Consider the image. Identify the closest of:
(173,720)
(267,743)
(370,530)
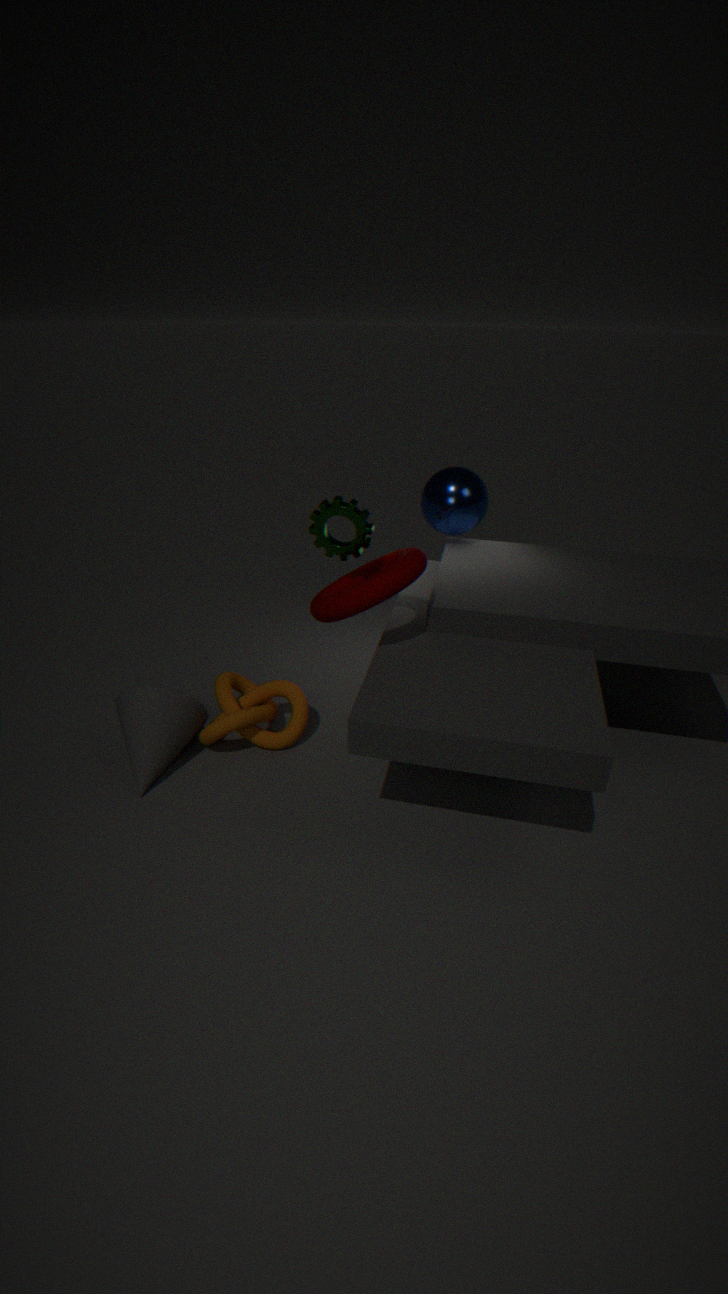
(370,530)
